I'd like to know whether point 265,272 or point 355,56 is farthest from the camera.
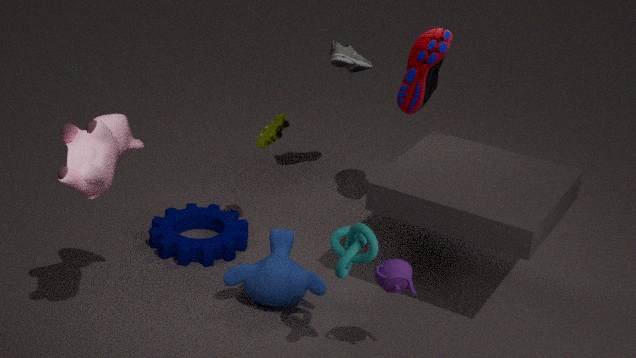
point 355,56
